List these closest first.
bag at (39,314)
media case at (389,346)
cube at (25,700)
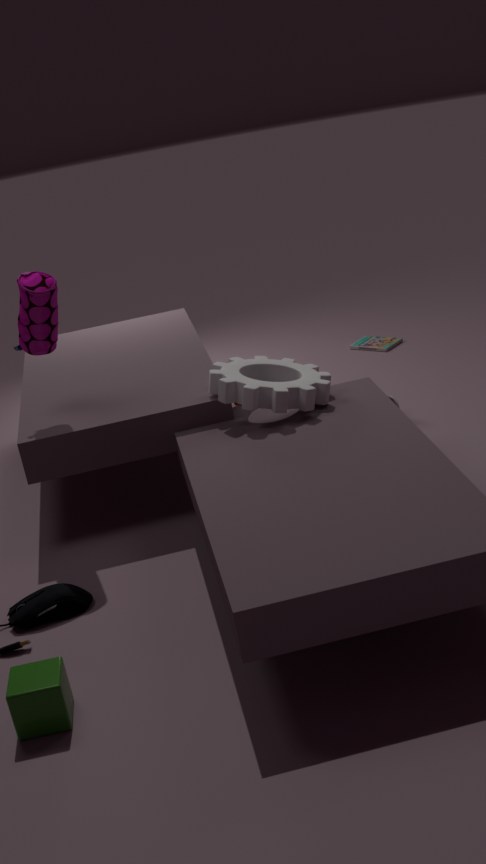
cube at (25,700), bag at (39,314), media case at (389,346)
